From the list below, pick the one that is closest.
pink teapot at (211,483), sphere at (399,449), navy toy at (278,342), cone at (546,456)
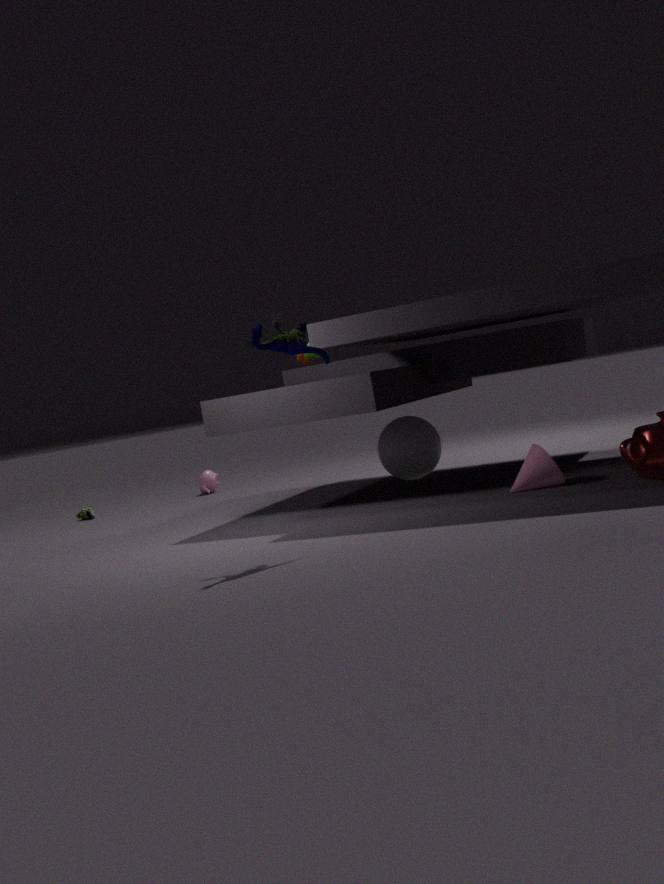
→ navy toy at (278,342)
